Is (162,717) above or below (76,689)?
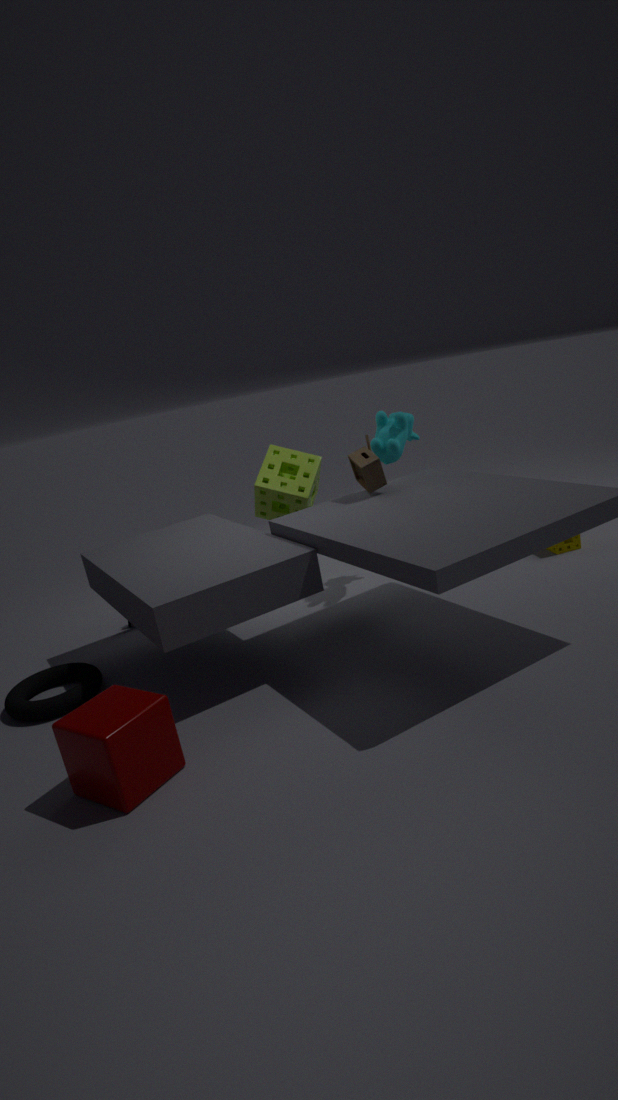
above
